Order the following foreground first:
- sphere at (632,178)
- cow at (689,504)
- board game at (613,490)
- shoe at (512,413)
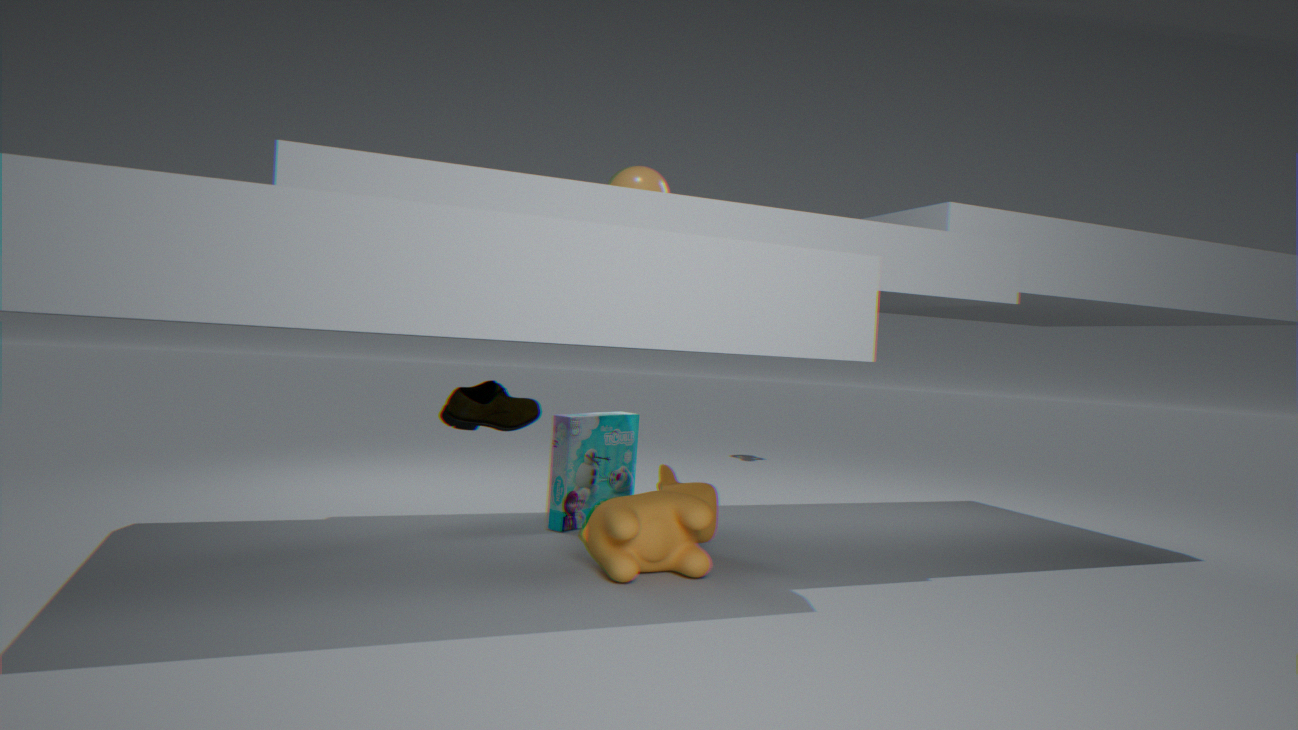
1. cow at (689,504)
2. sphere at (632,178)
3. shoe at (512,413)
4. board game at (613,490)
